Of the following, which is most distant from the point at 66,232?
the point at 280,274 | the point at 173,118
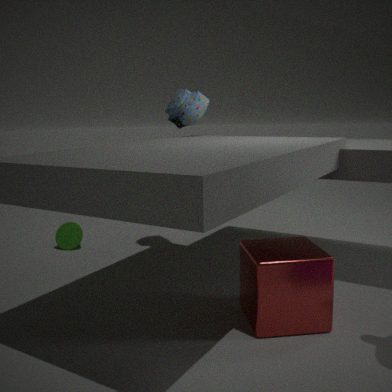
the point at 280,274
